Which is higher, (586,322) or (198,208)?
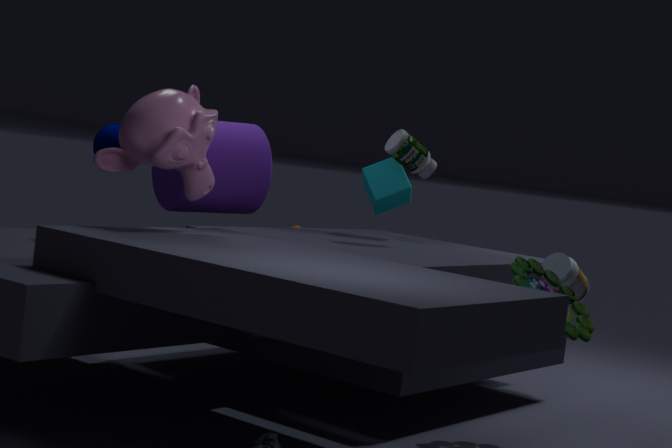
(198,208)
